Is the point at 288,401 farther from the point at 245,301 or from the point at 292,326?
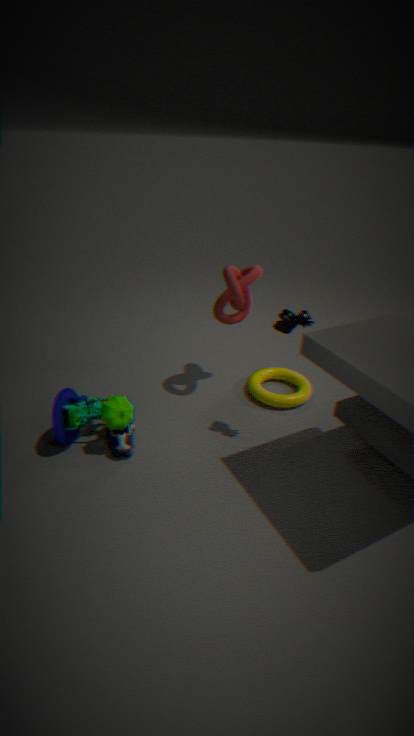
the point at 292,326
